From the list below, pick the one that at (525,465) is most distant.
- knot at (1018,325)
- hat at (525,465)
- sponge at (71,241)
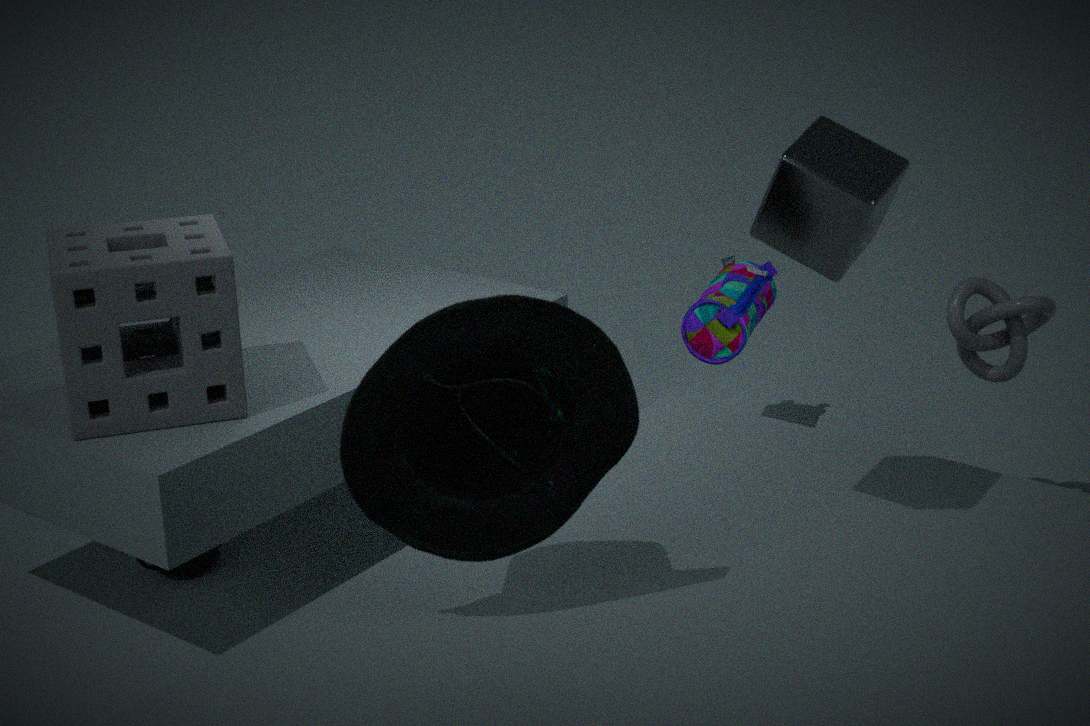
knot at (1018,325)
